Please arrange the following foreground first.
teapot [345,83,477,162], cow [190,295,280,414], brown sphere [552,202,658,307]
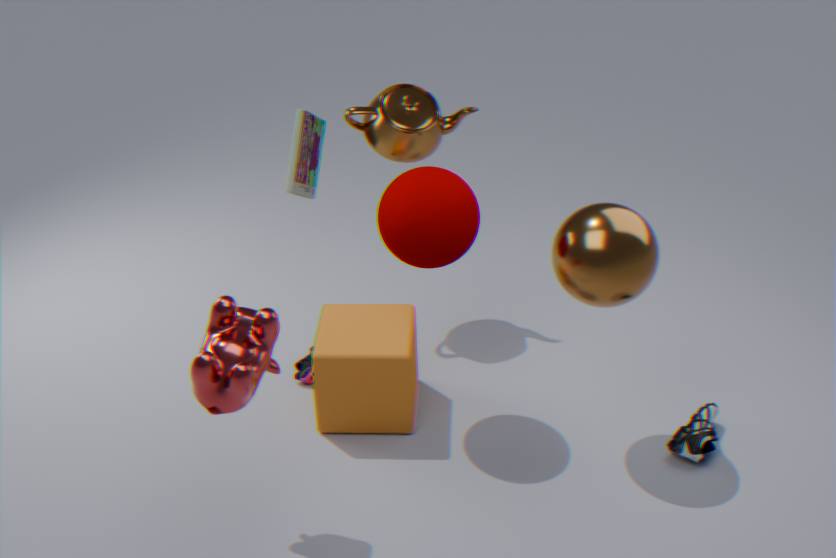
1. cow [190,295,280,414]
2. brown sphere [552,202,658,307]
3. teapot [345,83,477,162]
